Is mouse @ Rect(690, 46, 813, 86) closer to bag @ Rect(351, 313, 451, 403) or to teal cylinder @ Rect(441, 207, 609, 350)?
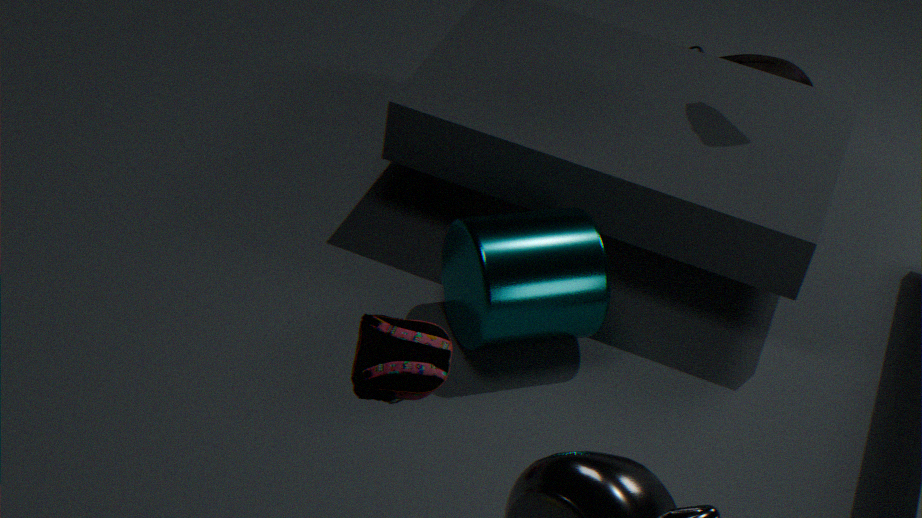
teal cylinder @ Rect(441, 207, 609, 350)
